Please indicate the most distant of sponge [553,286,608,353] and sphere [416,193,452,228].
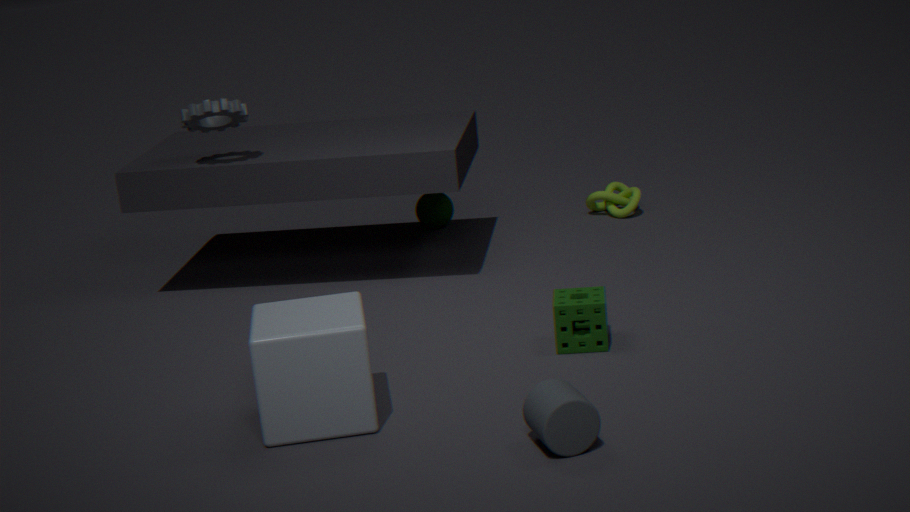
sphere [416,193,452,228]
